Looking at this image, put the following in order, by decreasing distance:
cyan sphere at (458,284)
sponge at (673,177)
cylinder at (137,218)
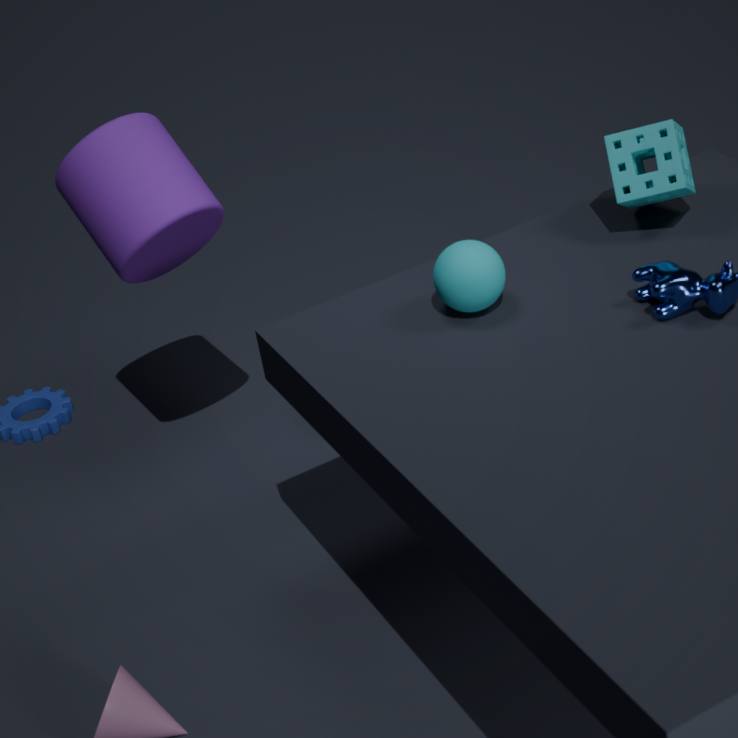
cylinder at (137,218) → sponge at (673,177) → cyan sphere at (458,284)
